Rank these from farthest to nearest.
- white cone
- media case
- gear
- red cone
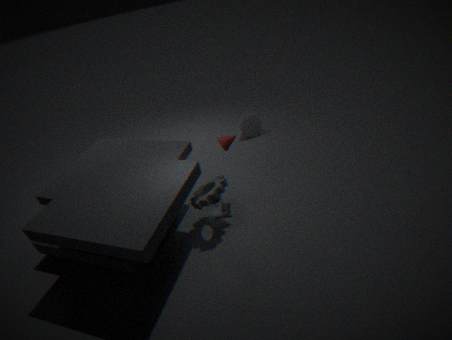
white cone < media case < red cone < gear
